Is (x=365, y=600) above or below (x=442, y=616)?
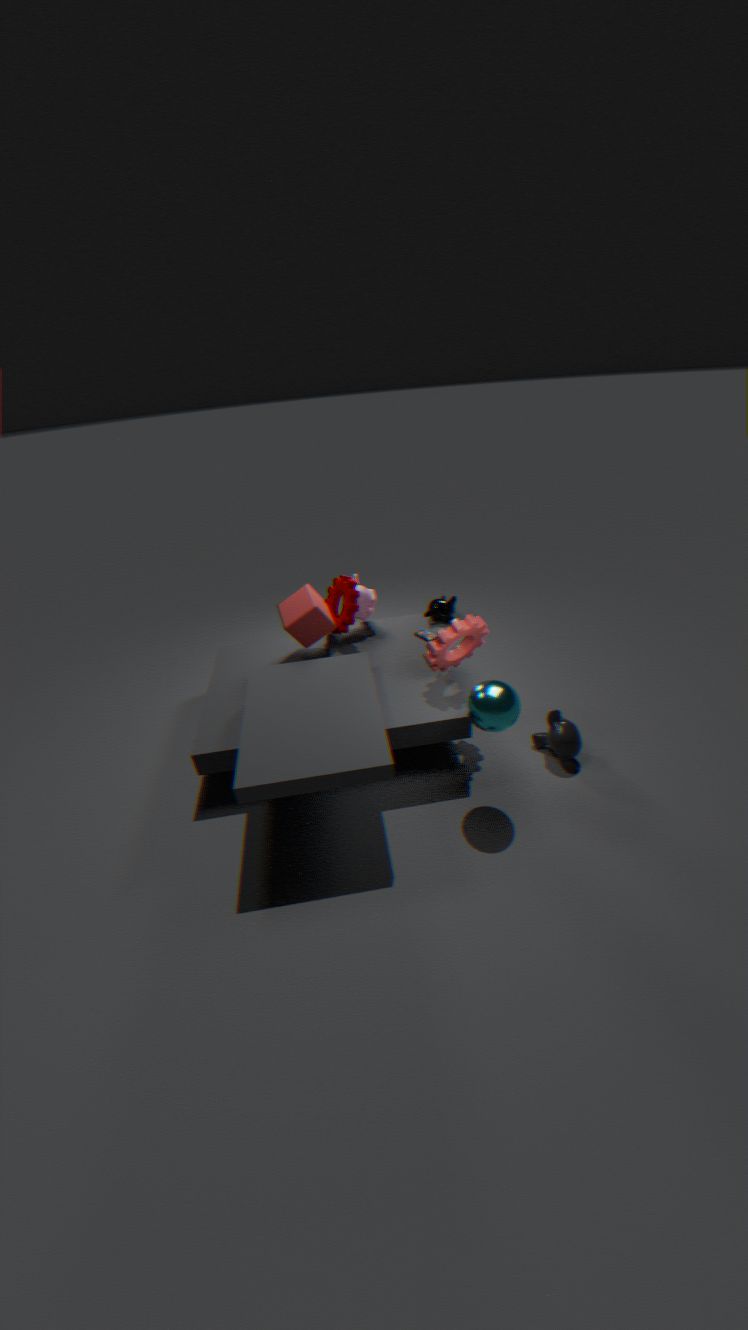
above
